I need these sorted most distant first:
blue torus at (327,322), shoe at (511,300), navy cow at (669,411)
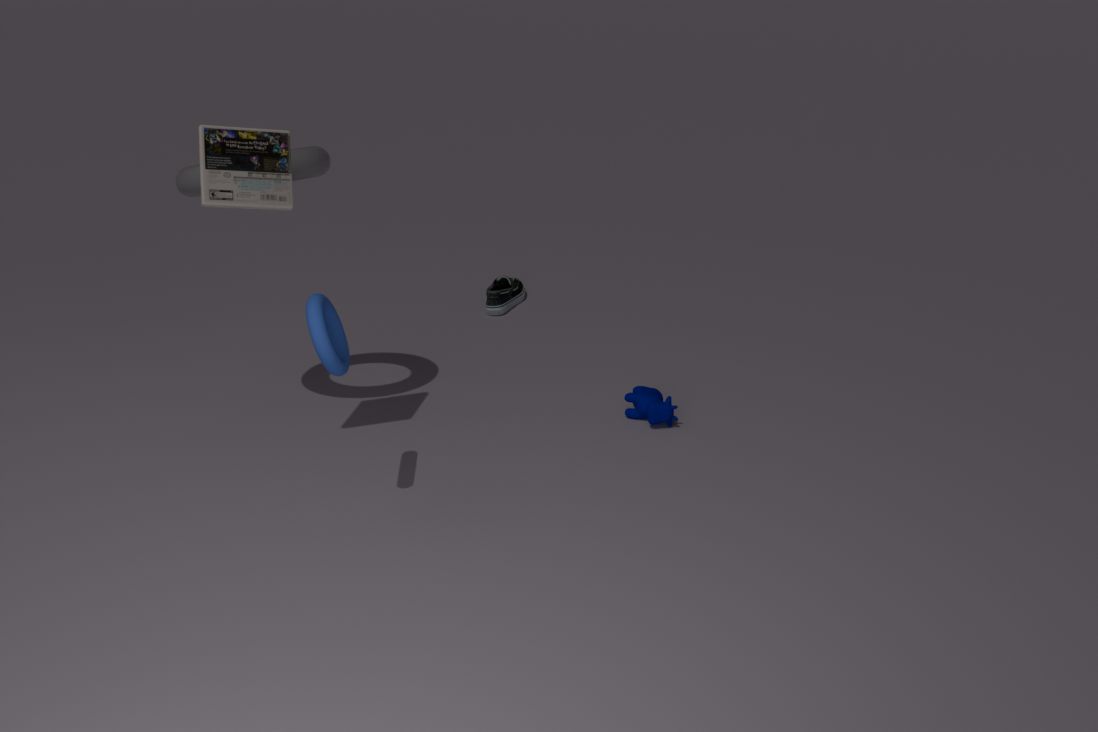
shoe at (511,300) < navy cow at (669,411) < blue torus at (327,322)
